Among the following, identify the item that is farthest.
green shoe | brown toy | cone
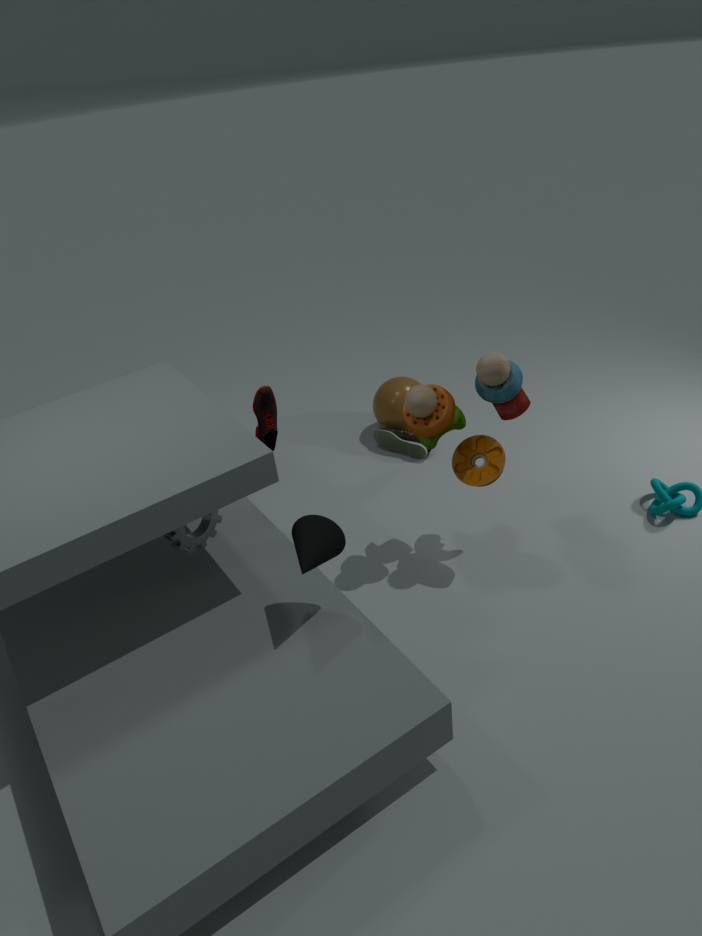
green shoe
